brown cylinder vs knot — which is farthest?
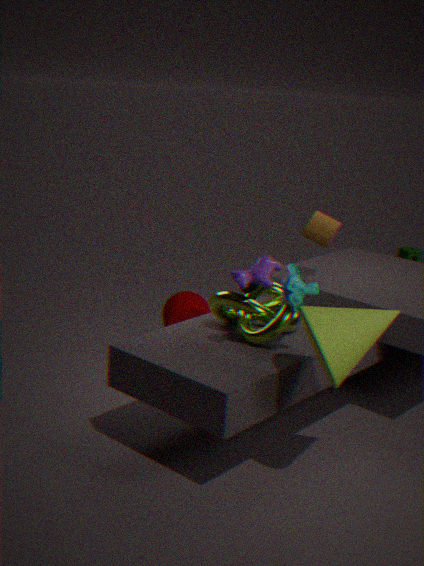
brown cylinder
